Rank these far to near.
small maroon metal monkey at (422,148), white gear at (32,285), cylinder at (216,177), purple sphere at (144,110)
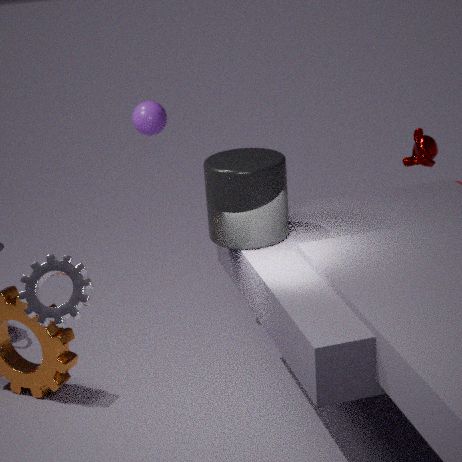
small maroon metal monkey at (422,148)
purple sphere at (144,110)
cylinder at (216,177)
white gear at (32,285)
